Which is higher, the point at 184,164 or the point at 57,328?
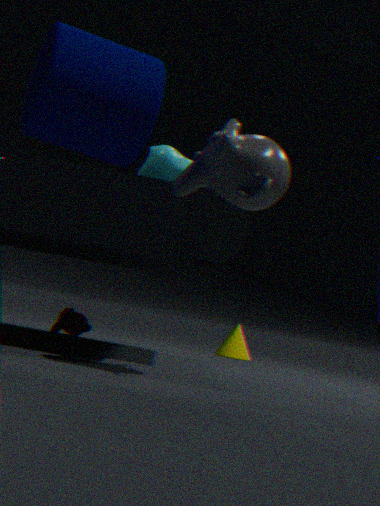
the point at 184,164
